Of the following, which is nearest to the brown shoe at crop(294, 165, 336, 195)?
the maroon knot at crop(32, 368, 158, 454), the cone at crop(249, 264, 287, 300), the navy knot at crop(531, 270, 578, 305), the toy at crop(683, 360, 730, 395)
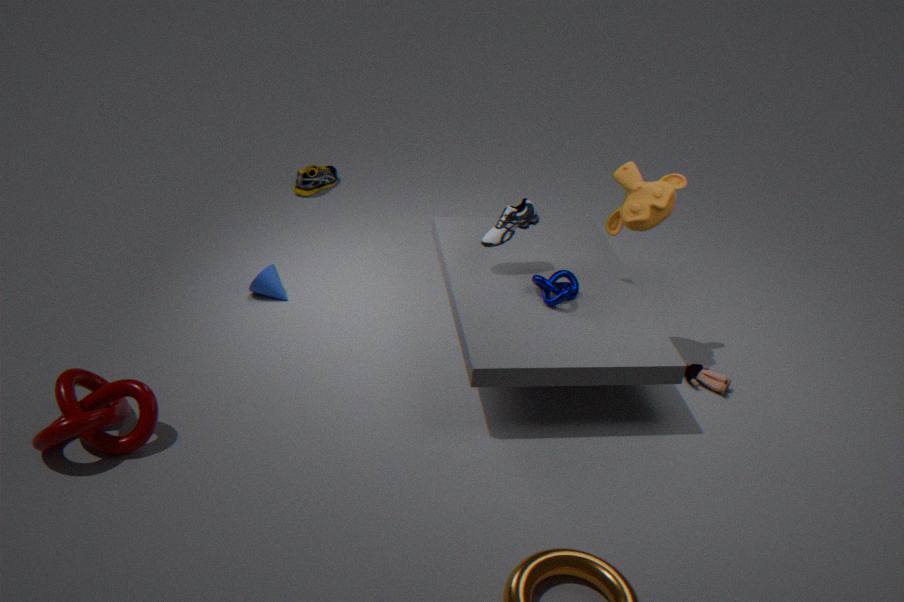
the cone at crop(249, 264, 287, 300)
